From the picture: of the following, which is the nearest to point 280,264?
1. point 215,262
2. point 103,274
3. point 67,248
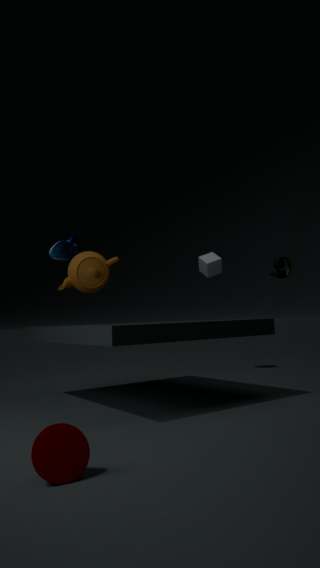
point 215,262
